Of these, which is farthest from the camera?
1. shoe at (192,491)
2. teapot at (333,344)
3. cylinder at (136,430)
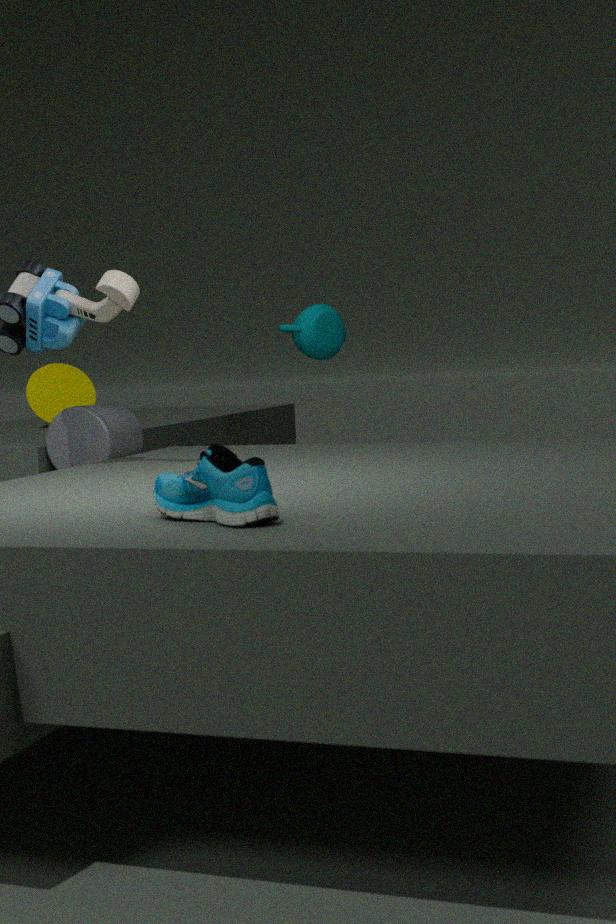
teapot at (333,344)
